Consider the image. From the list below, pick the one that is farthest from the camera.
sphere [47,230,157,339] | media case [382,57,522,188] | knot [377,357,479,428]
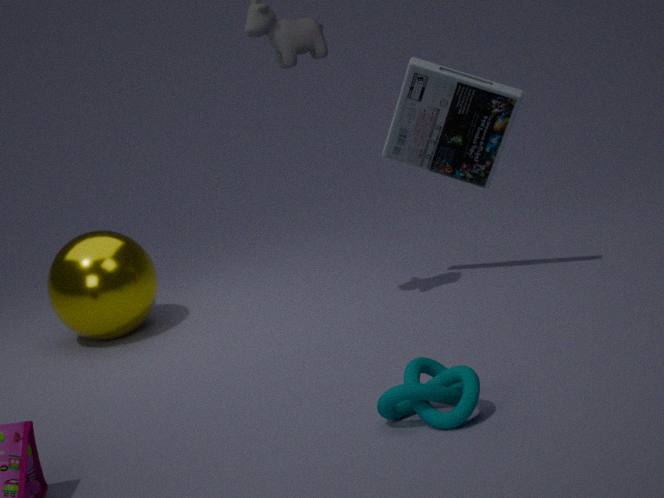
sphere [47,230,157,339]
